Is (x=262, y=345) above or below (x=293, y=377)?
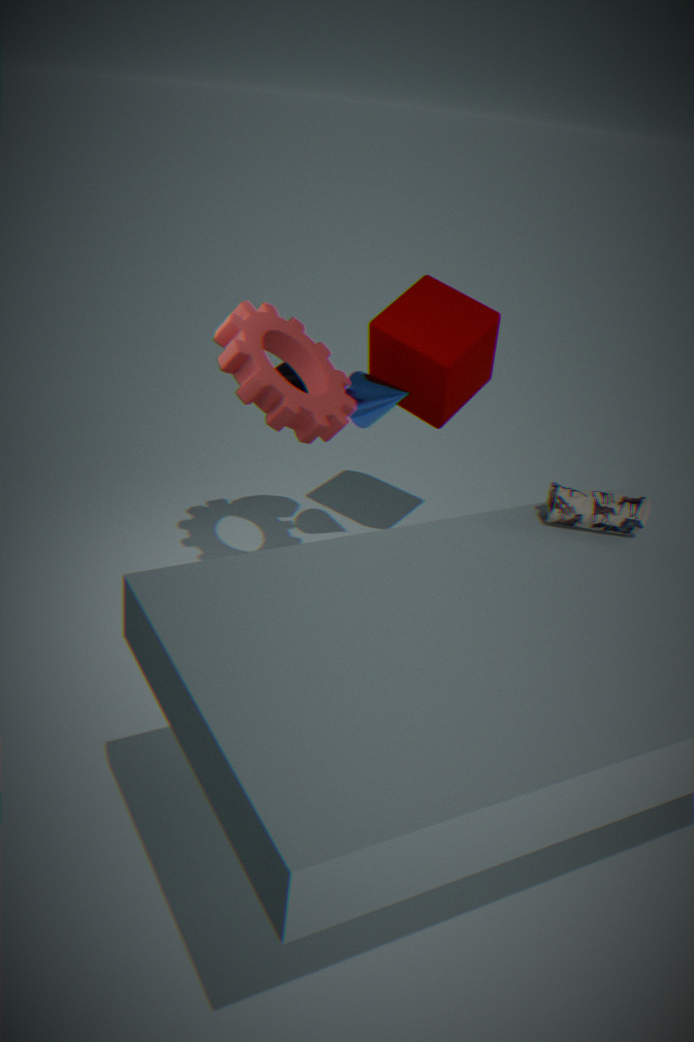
above
